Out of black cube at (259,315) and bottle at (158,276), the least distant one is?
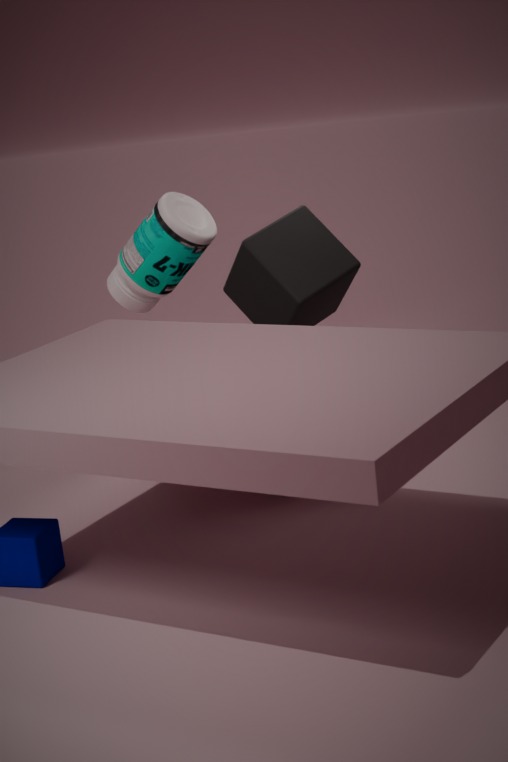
black cube at (259,315)
